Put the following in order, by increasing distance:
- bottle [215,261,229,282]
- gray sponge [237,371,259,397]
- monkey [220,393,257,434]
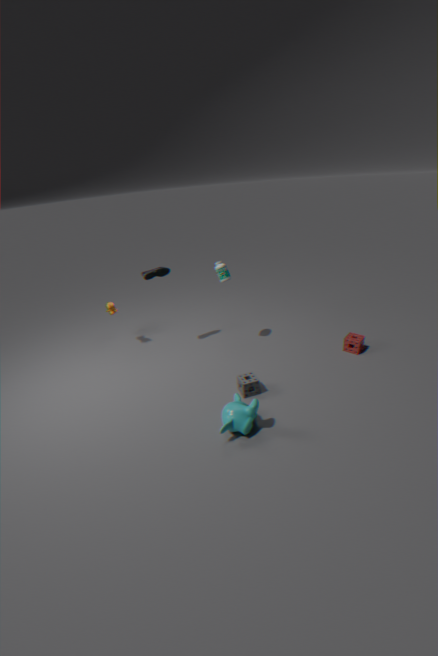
monkey [220,393,257,434] < gray sponge [237,371,259,397] < bottle [215,261,229,282]
